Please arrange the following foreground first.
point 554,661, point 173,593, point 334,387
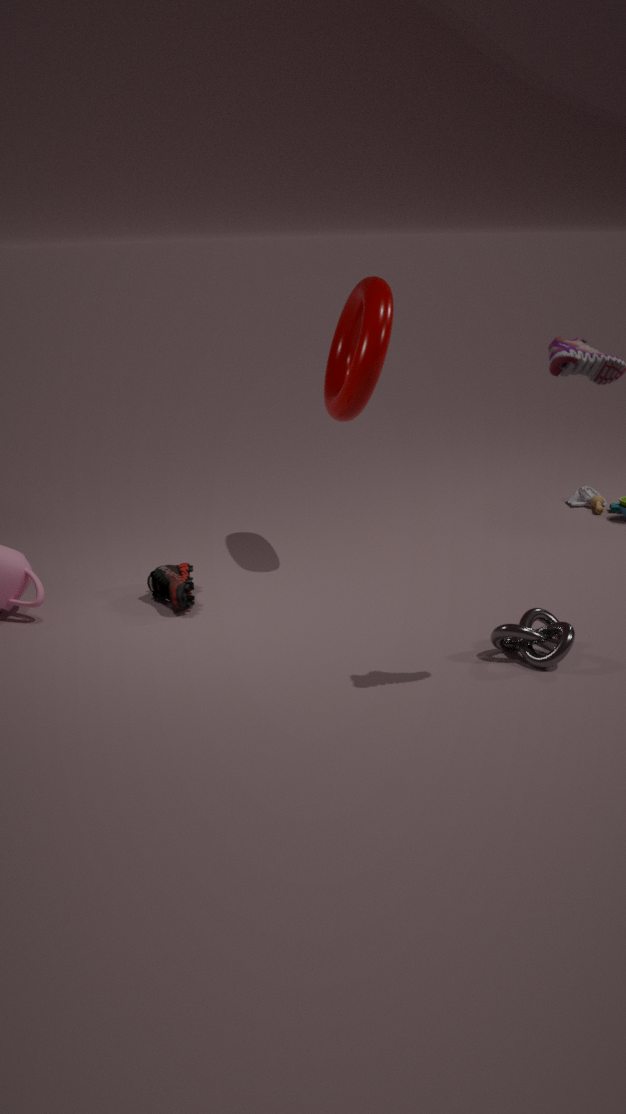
point 554,661 < point 173,593 < point 334,387
